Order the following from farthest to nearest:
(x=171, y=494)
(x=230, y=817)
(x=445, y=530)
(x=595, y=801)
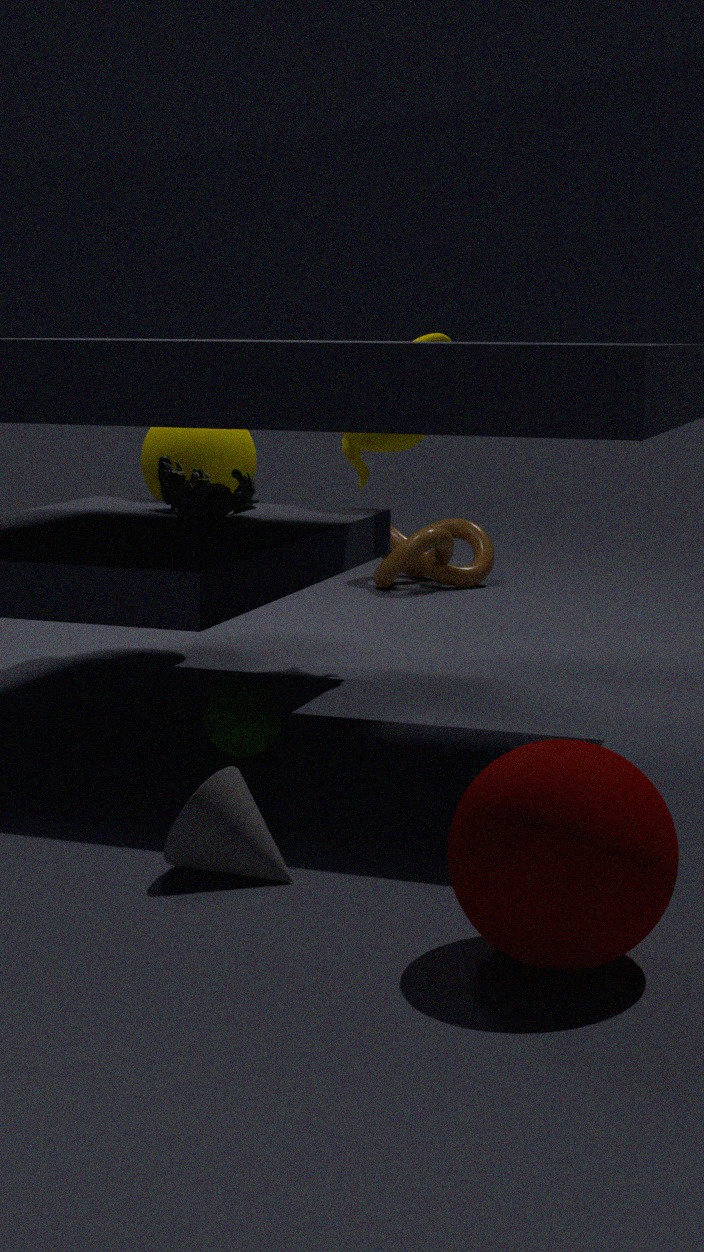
1. (x=445, y=530)
2. (x=171, y=494)
3. (x=230, y=817)
4. (x=595, y=801)
